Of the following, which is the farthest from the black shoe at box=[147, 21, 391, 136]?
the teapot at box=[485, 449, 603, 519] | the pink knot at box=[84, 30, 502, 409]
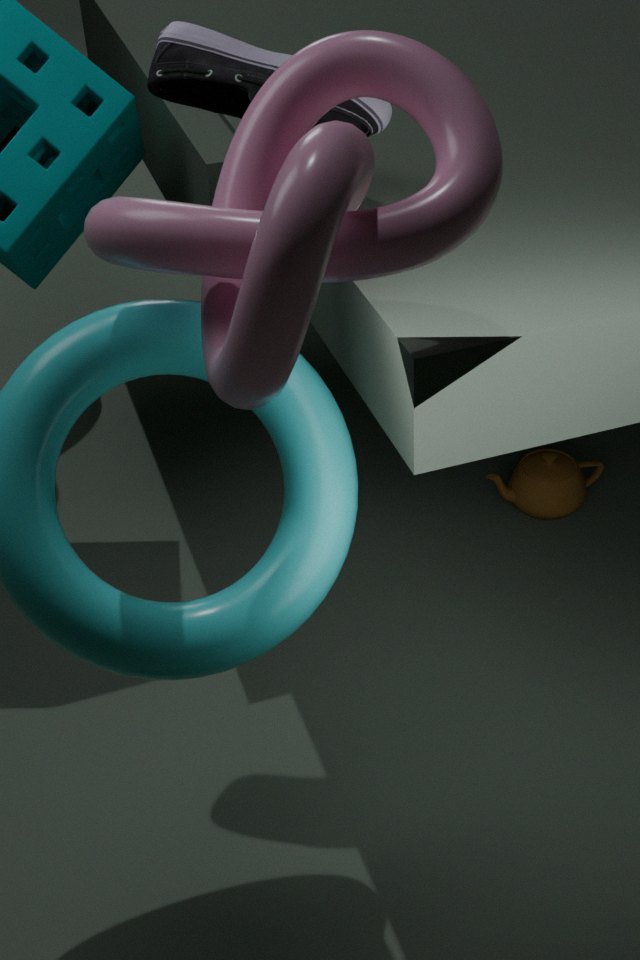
the teapot at box=[485, 449, 603, 519]
